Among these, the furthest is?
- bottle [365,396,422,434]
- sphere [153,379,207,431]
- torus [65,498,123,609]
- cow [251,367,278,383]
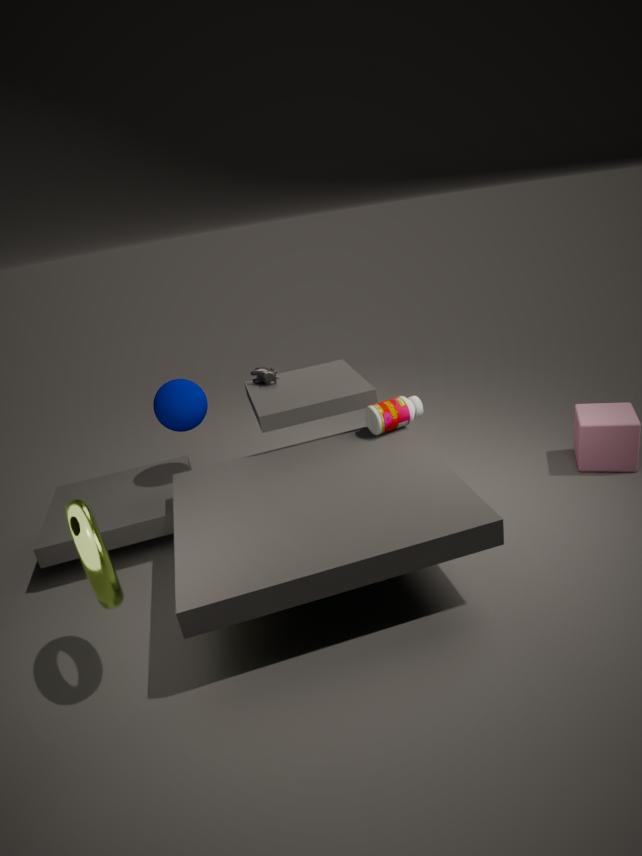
cow [251,367,278,383]
